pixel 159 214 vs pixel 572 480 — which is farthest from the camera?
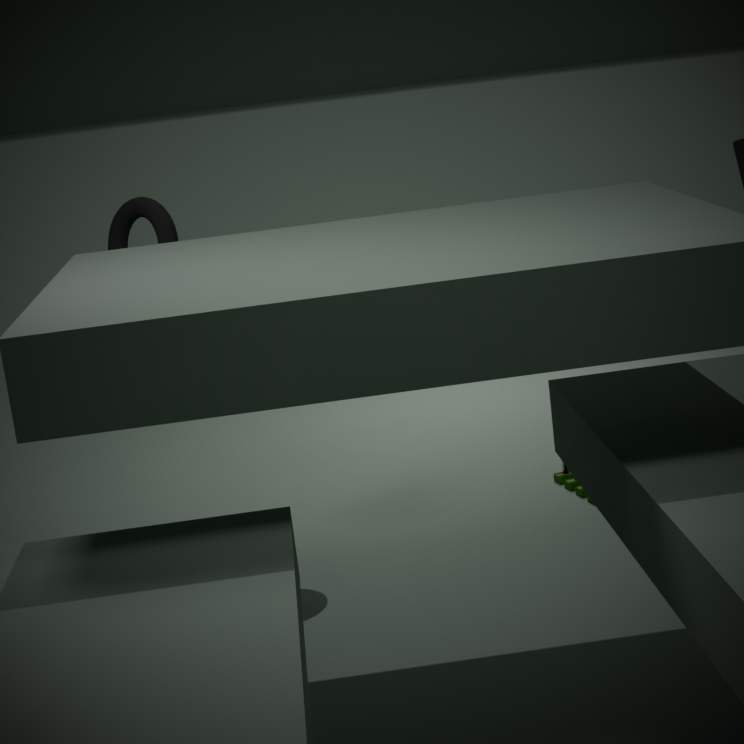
pixel 572 480
